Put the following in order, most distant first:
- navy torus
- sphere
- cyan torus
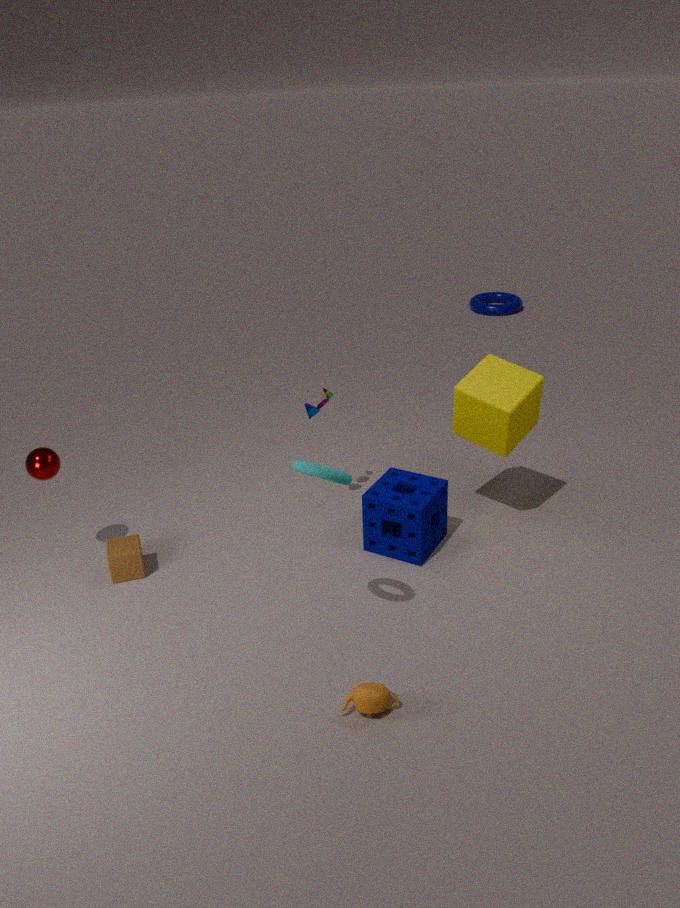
navy torus → sphere → cyan torus
